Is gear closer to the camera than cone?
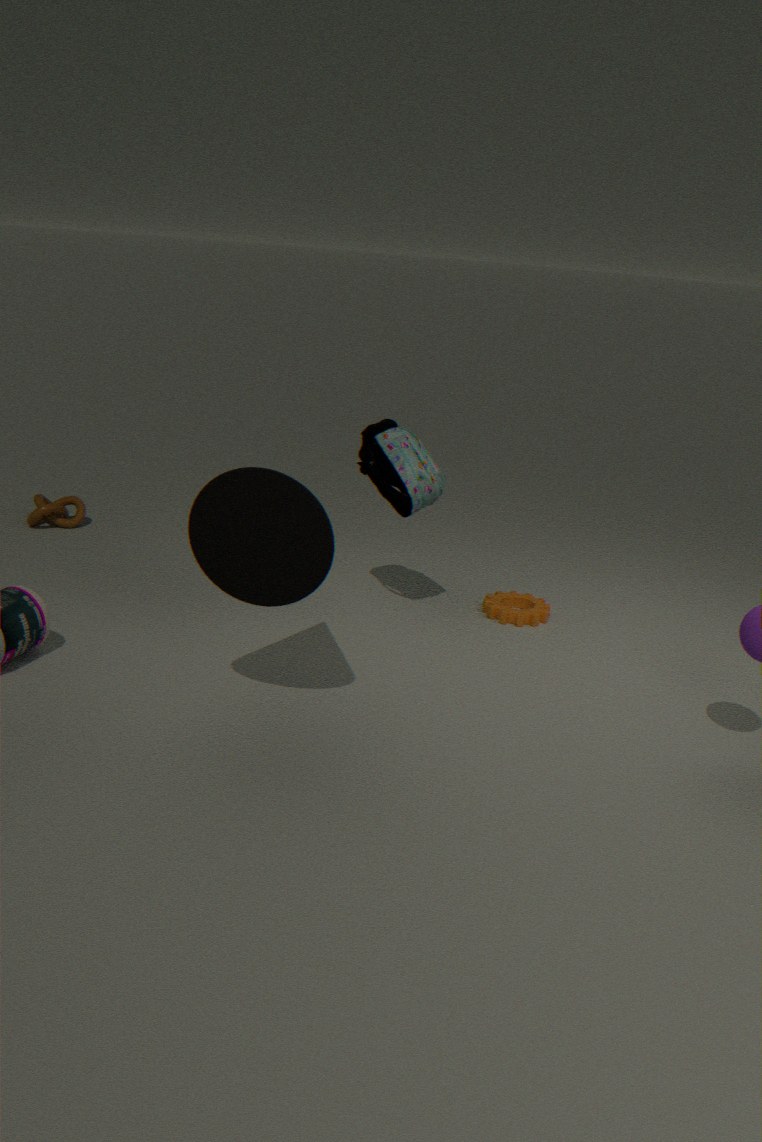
No
